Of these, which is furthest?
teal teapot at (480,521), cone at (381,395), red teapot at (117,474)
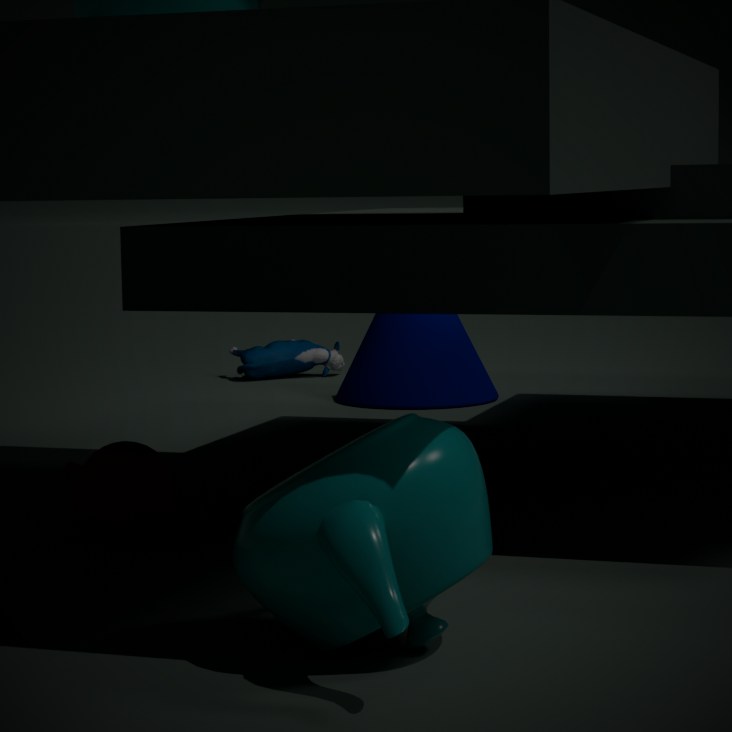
cone at (381,395)
